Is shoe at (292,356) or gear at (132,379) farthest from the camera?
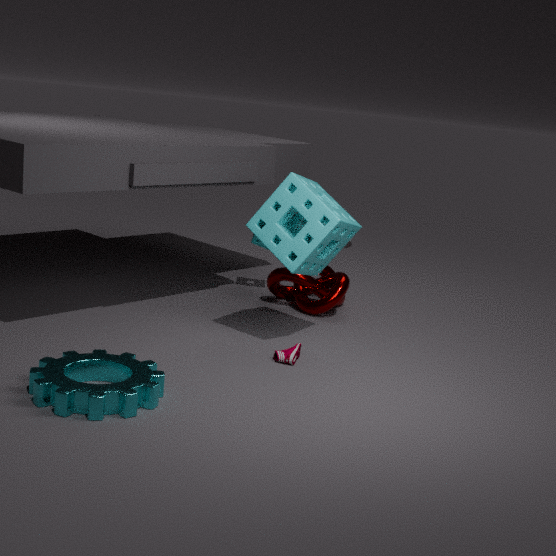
shoe at (292,356)
